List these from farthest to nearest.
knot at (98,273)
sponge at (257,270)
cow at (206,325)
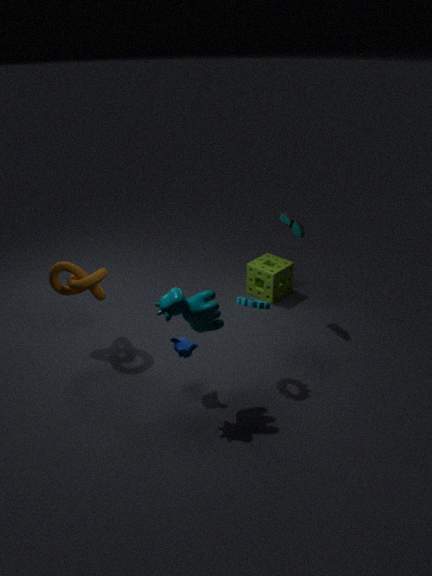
1. sponge at (257,270)
2. knot at (98,273)
3. cow at (206,325)
